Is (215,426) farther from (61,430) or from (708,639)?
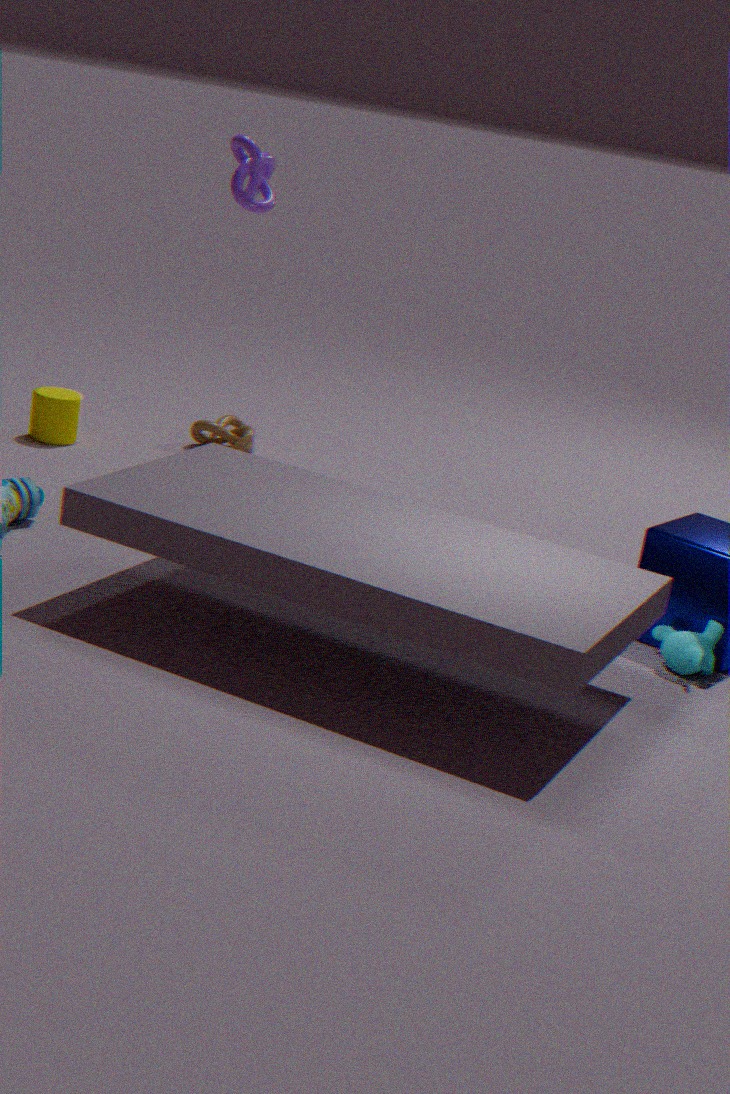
(708,639)
